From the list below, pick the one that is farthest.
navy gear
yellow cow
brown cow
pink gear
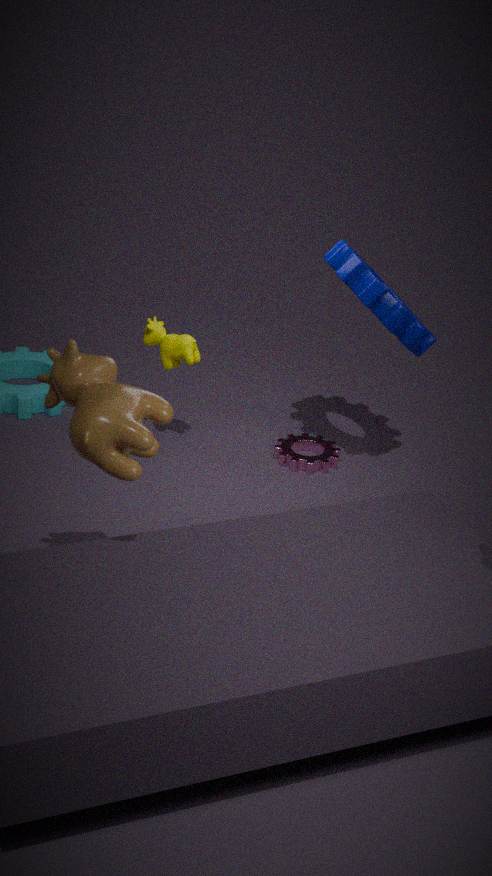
pink gear
